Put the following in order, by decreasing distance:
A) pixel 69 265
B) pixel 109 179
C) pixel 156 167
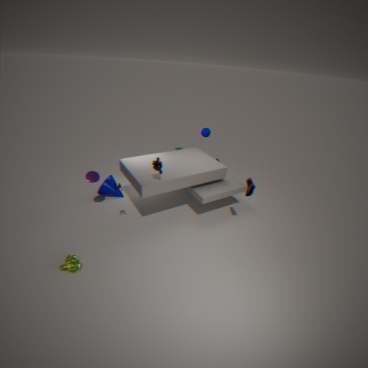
pixel 109 179 < pixel 156 167 < pixel 69 265
